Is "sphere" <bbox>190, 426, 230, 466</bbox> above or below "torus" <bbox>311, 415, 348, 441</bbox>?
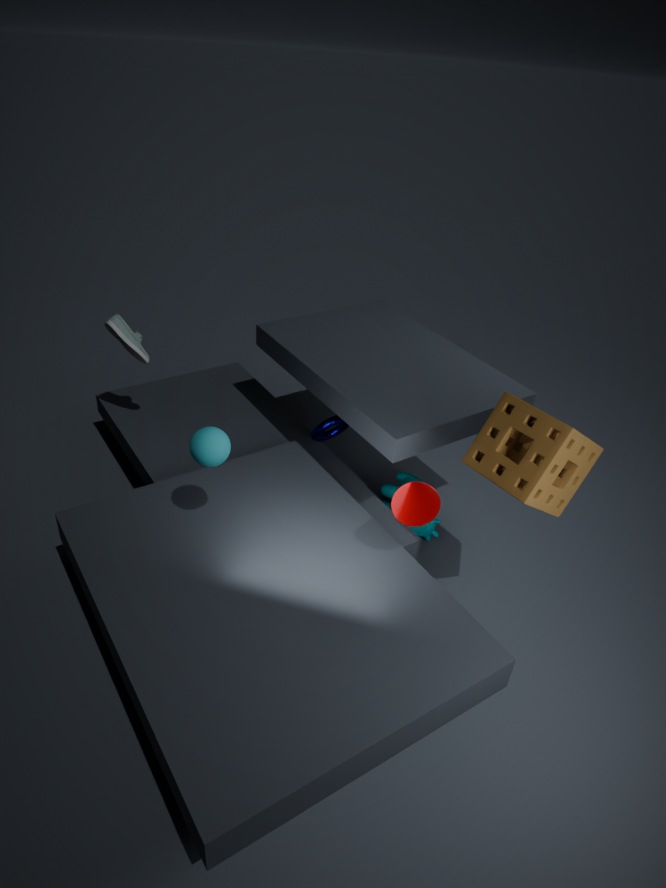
above
